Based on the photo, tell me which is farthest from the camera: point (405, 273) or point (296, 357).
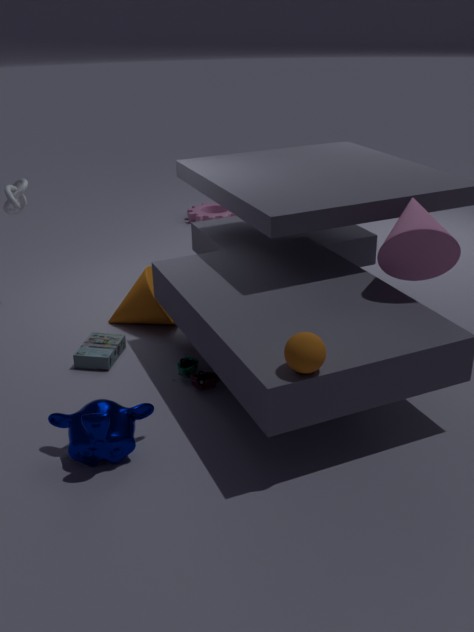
point (405, 273)
